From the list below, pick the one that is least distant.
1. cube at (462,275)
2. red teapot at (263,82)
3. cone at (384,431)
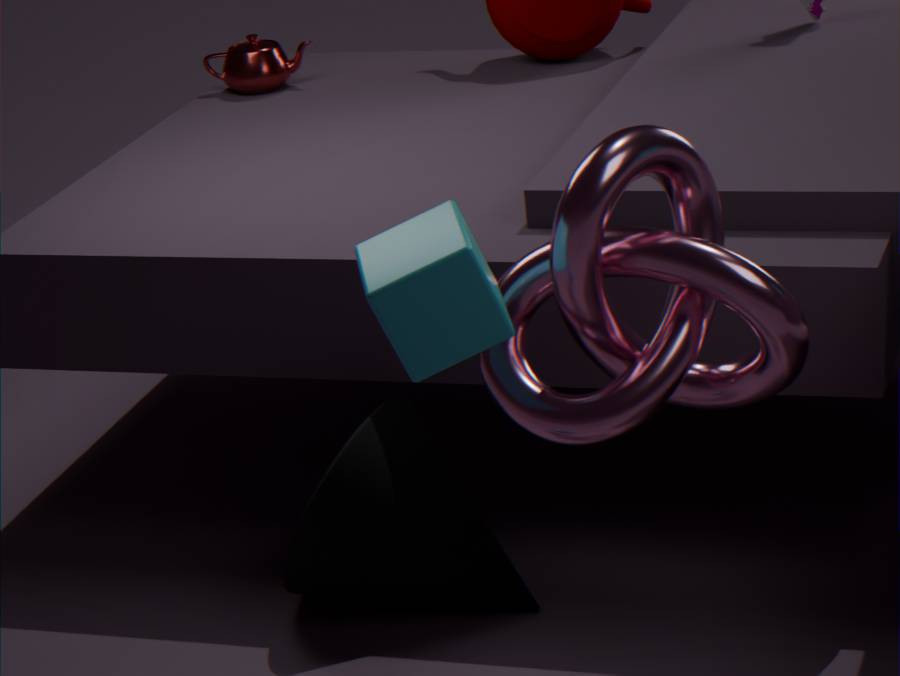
cube at (462,275)
